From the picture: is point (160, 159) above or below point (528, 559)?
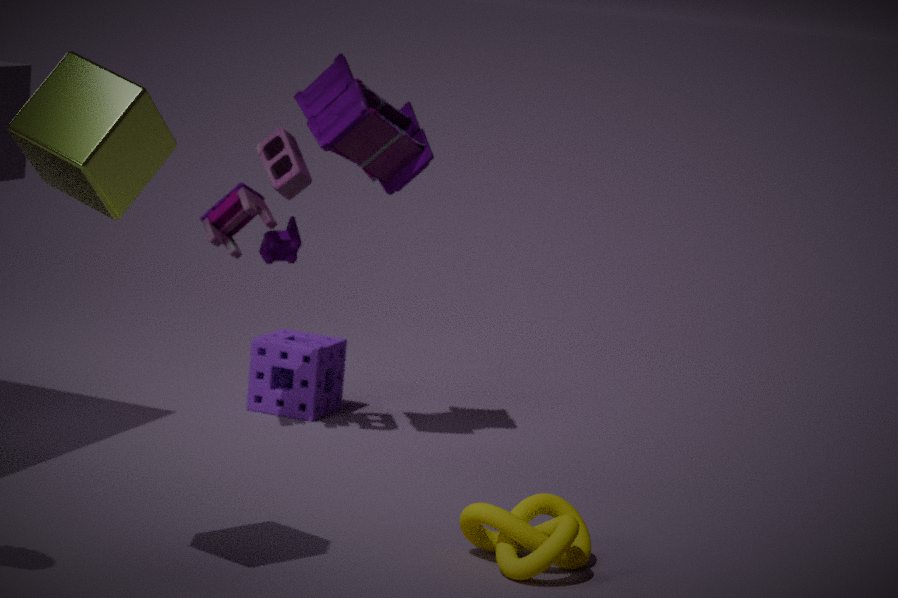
above
